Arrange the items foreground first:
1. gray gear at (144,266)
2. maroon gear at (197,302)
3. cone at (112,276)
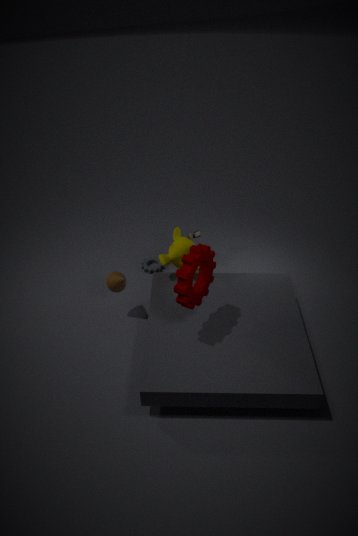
maroon gear at (197,302) → cone at (112,276) → gray gear at (144,266)
